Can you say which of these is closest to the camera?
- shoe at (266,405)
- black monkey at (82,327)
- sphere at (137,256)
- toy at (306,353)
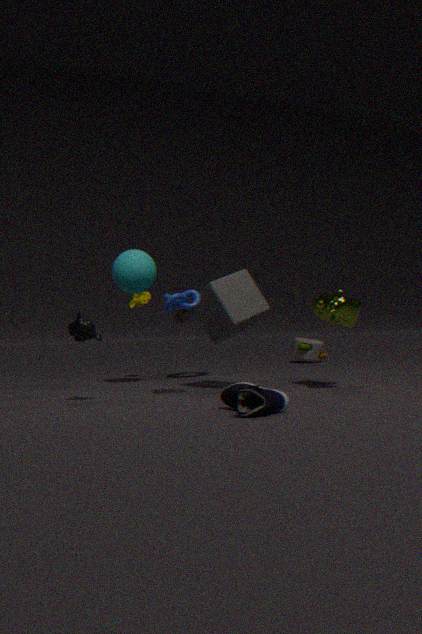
shoe at (266,405)
